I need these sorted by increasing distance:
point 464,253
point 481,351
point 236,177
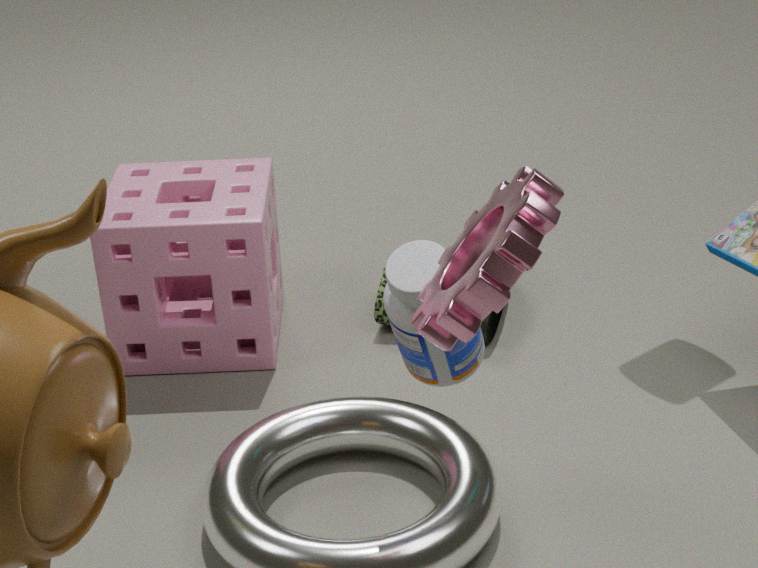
point 464,253 → point 481,351 → point 236,177
